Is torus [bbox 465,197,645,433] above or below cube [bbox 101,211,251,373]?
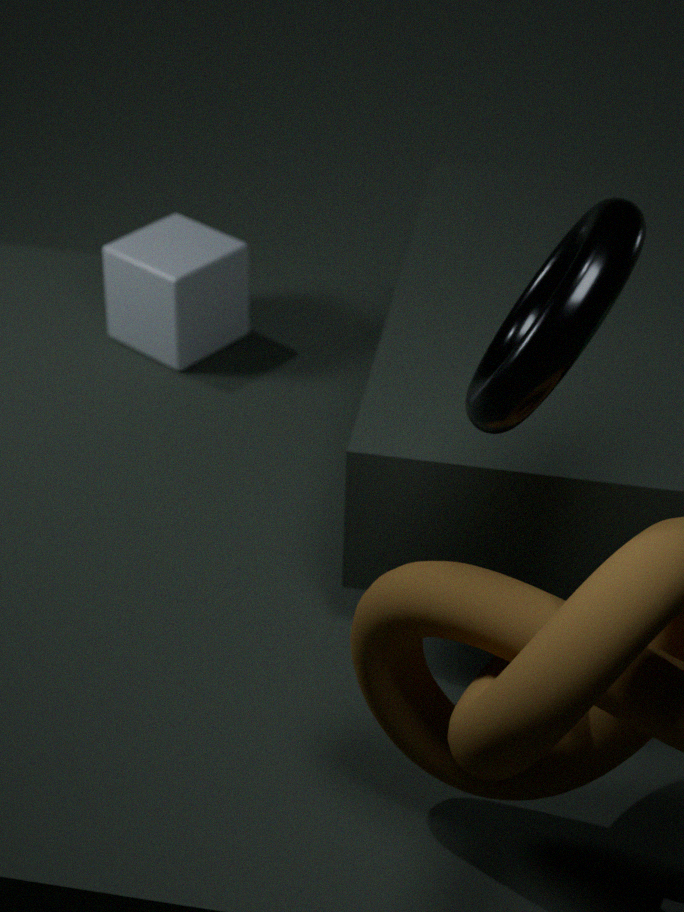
above
